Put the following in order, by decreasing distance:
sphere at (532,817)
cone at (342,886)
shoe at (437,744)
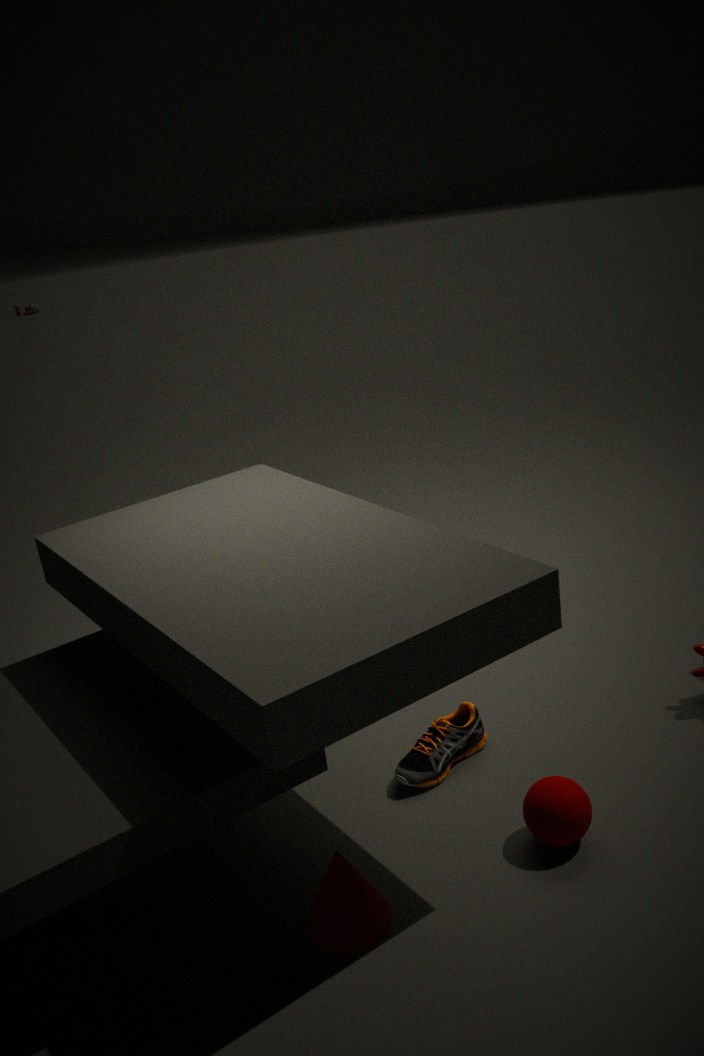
shoe at (437,744) → sphere at (532,817) → cone at (342,886)
